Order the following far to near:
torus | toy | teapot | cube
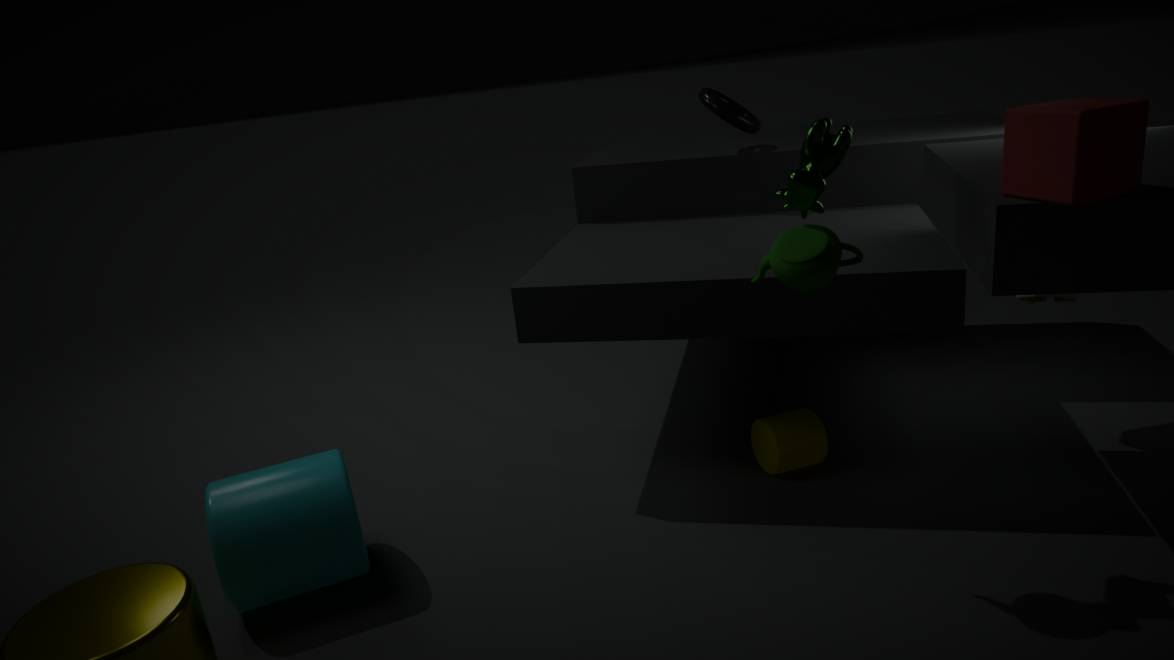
torus
toy
teapot
cube
